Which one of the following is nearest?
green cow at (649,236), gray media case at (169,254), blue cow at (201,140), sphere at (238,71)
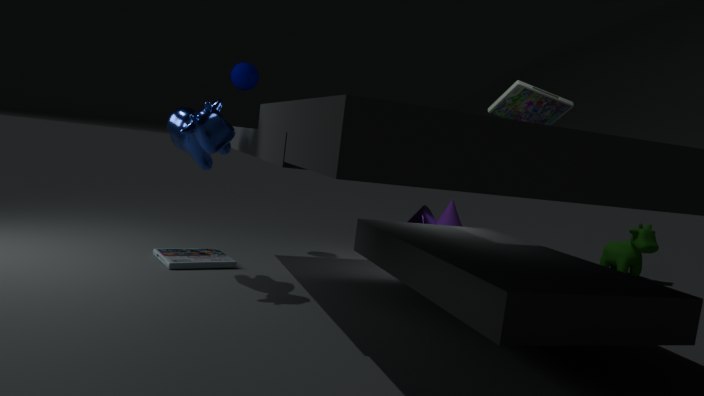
blue cow at (201,140)
